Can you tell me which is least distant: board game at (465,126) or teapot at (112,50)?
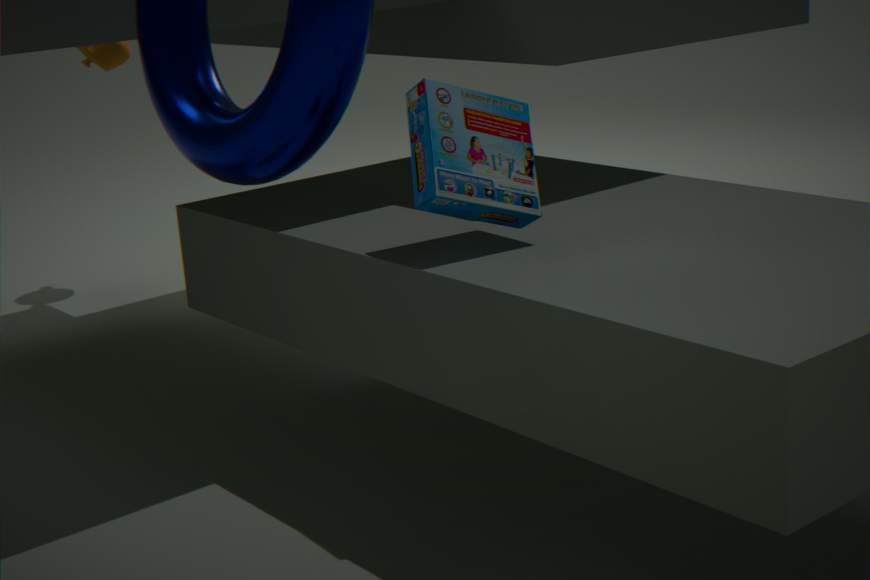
board game at (465,126)
